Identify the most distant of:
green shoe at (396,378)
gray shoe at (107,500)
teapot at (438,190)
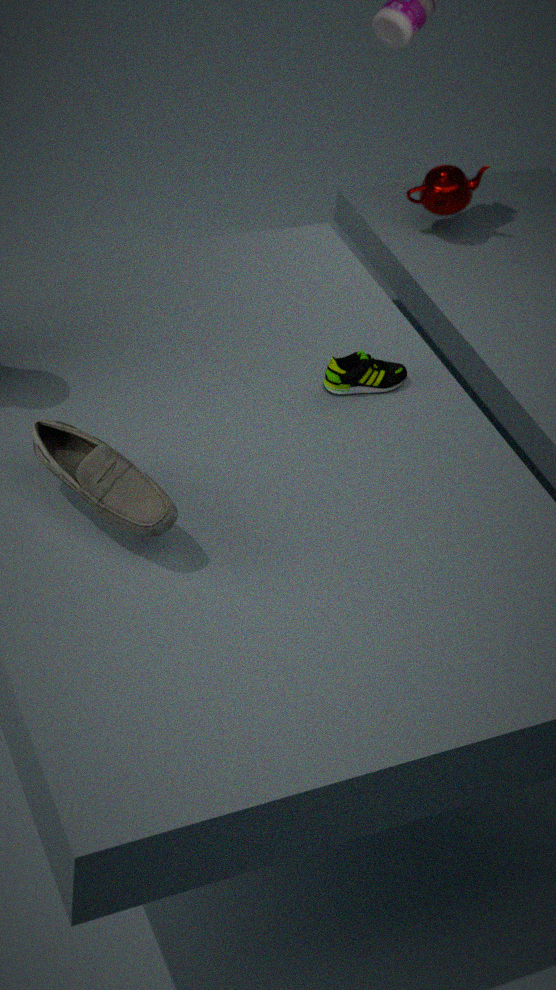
teapot at (438,190)
